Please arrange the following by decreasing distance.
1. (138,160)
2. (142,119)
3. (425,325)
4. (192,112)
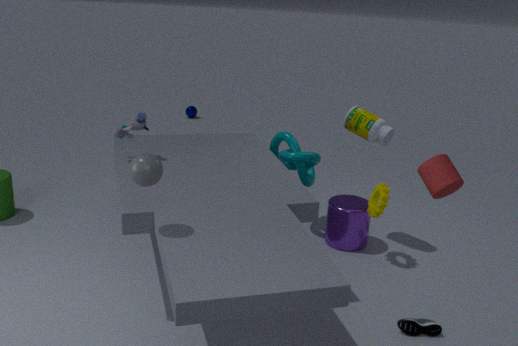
1. (192,112)
2. (142,119)
3. (425,325)
4. (138,160)
